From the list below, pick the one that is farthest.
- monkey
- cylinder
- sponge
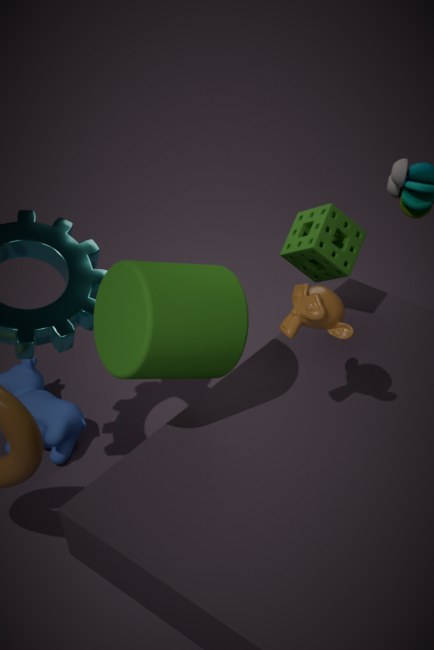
sponge
